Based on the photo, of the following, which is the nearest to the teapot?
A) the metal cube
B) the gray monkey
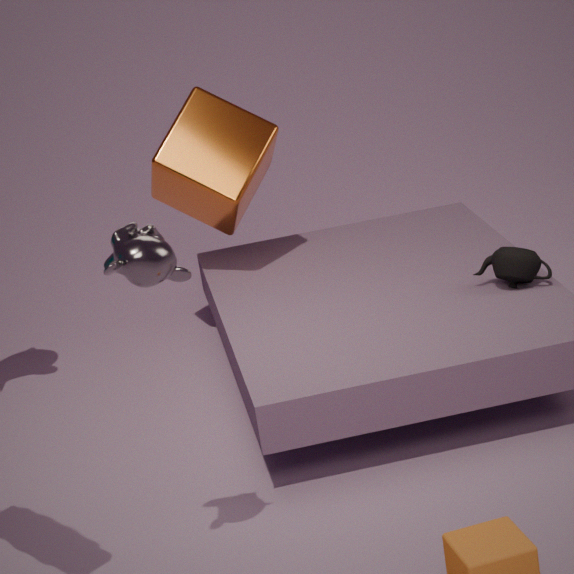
the metal cube
